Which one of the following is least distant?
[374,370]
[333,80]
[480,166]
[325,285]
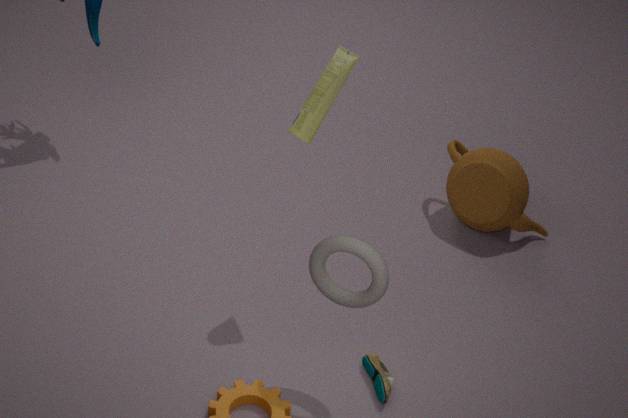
[325,285]
